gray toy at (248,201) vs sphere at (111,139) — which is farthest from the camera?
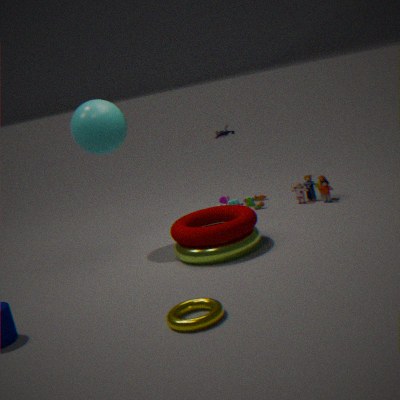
gray toy at (248,201)
